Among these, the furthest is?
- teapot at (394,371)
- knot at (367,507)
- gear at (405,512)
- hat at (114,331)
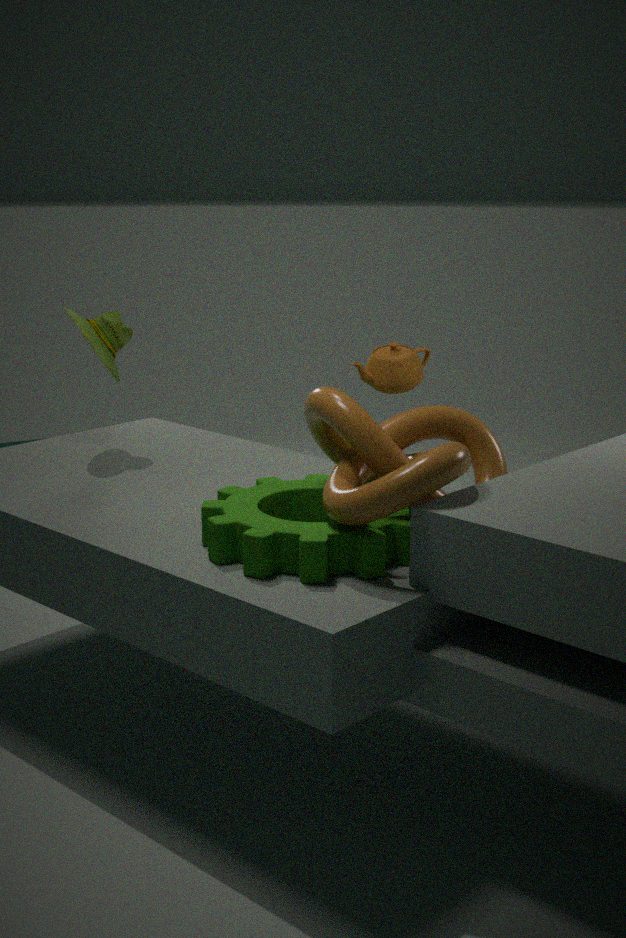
hat at (114,331)
